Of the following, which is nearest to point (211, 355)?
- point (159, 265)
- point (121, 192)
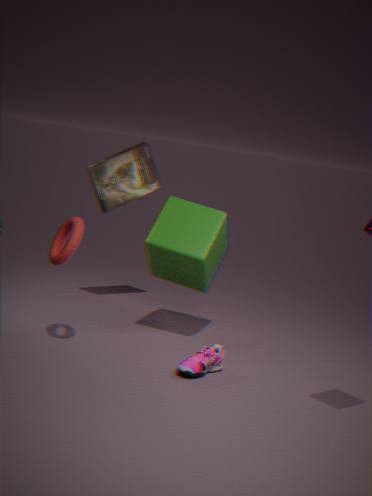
point (159, 265)
